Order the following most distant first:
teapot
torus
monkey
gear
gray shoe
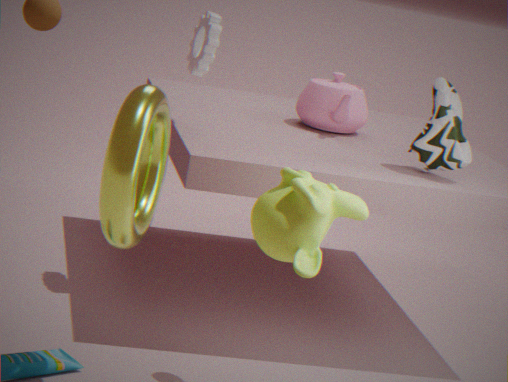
teapot < gear < gray shoe < monkey < torus
